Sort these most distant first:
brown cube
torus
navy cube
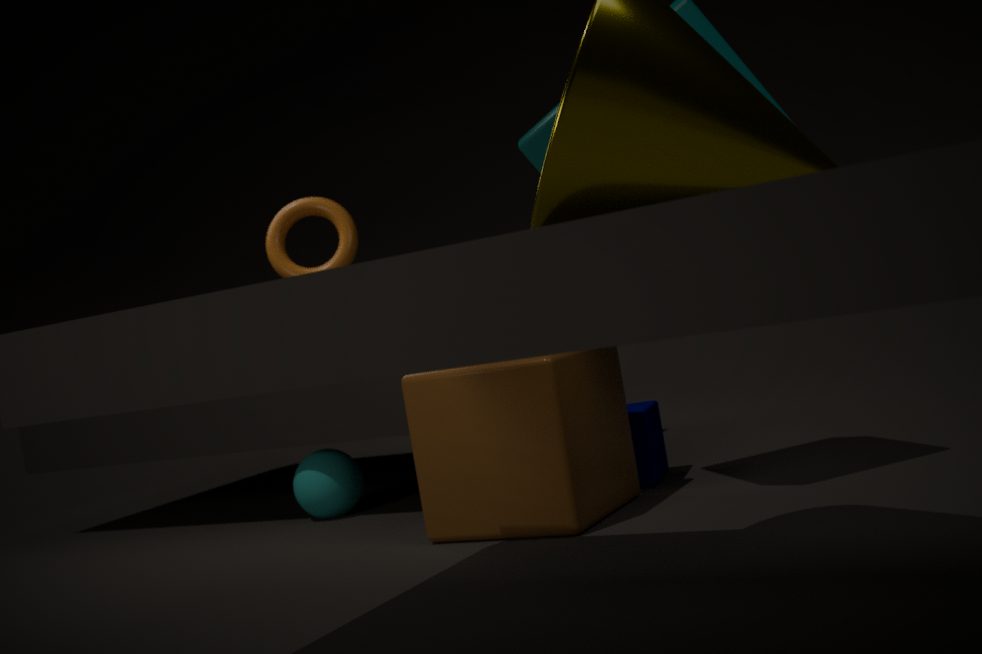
1. torus
2. navy cube
3. brown cube
